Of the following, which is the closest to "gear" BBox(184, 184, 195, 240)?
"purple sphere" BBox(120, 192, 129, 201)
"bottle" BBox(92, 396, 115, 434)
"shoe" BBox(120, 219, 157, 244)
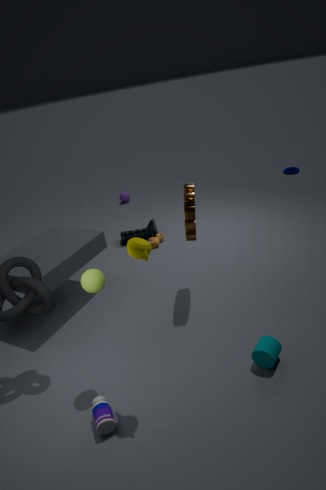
"shoe" BBox(120, 219, 157, 244)
